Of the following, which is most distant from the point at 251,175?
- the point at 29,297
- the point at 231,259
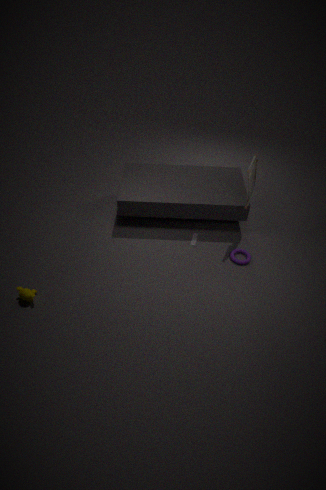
the point at 29,297
